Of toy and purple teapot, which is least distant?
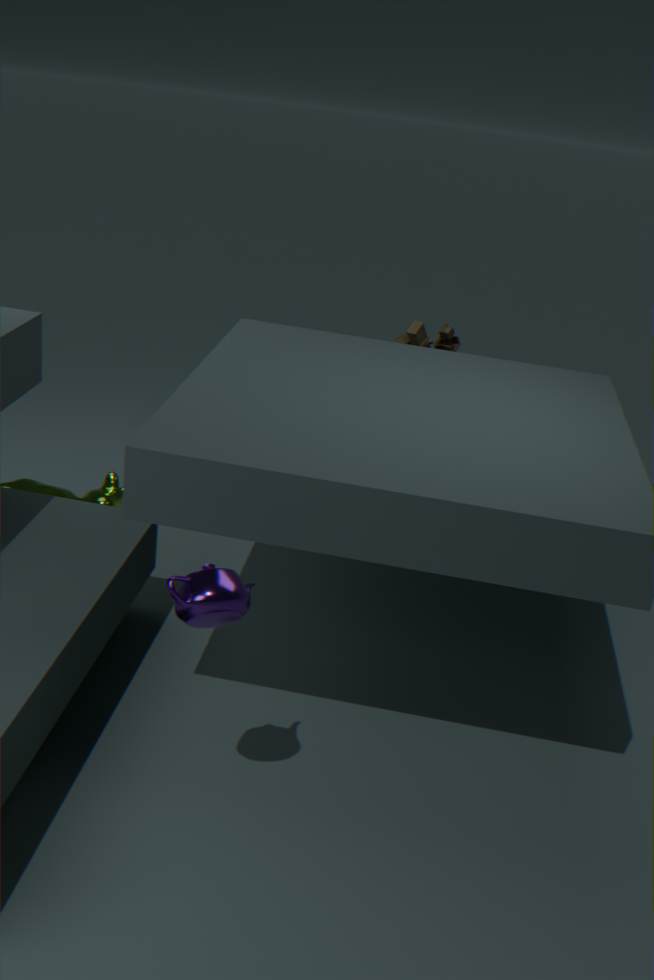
purple teapot
